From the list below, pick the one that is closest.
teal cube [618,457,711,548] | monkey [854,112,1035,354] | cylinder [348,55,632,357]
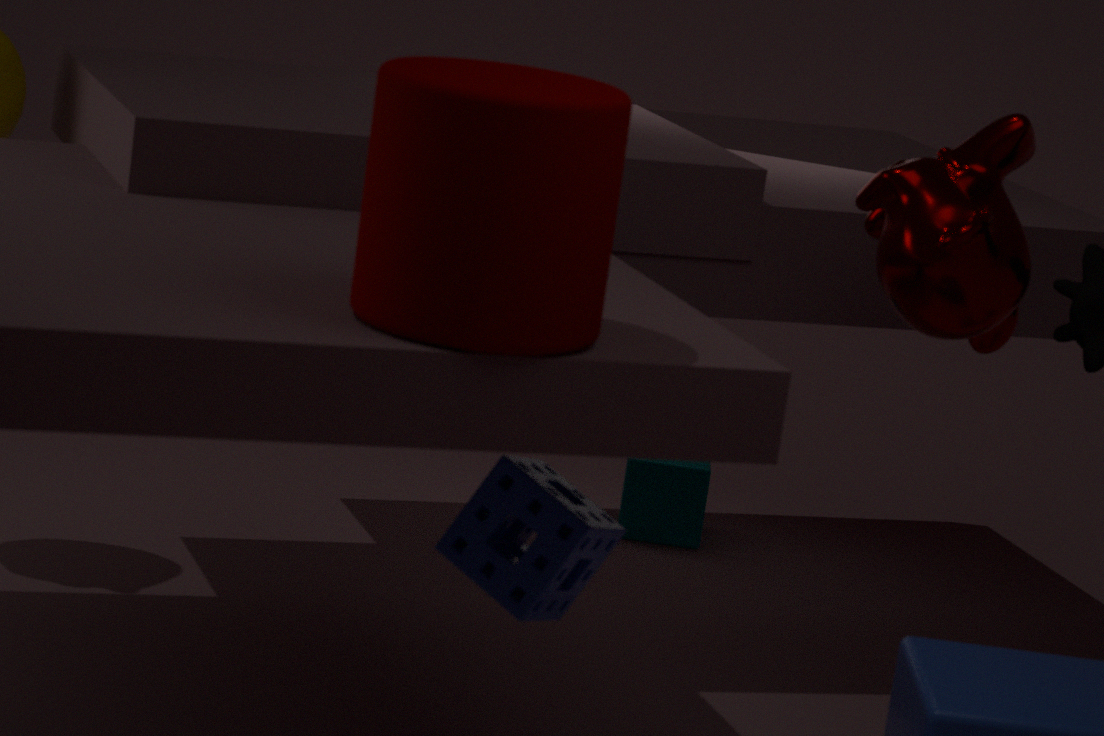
cylinder [348,55,632,357]
